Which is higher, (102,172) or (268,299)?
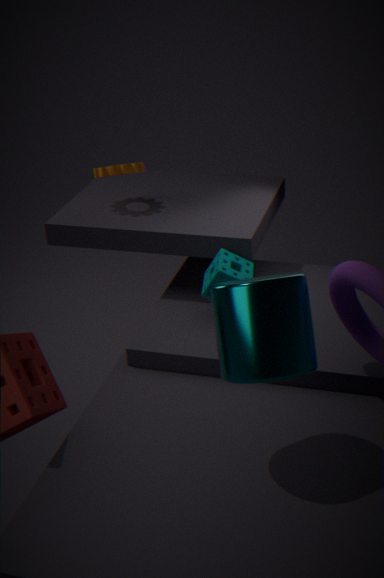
(102,172)
